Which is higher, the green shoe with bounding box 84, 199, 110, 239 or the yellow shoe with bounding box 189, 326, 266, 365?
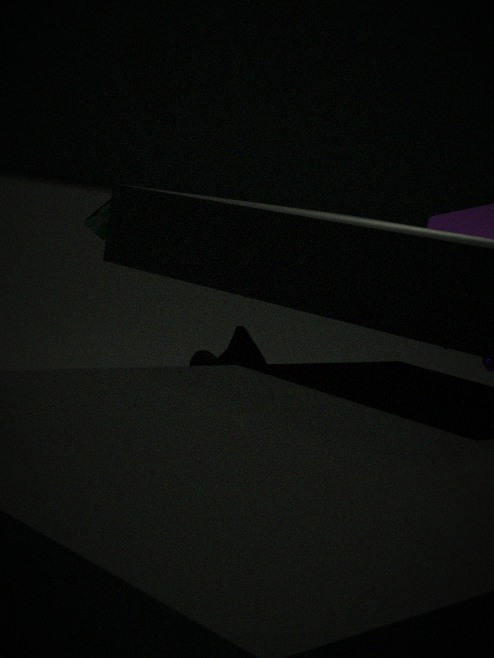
the green shoe with bounding box 84, 199, 110, 239
